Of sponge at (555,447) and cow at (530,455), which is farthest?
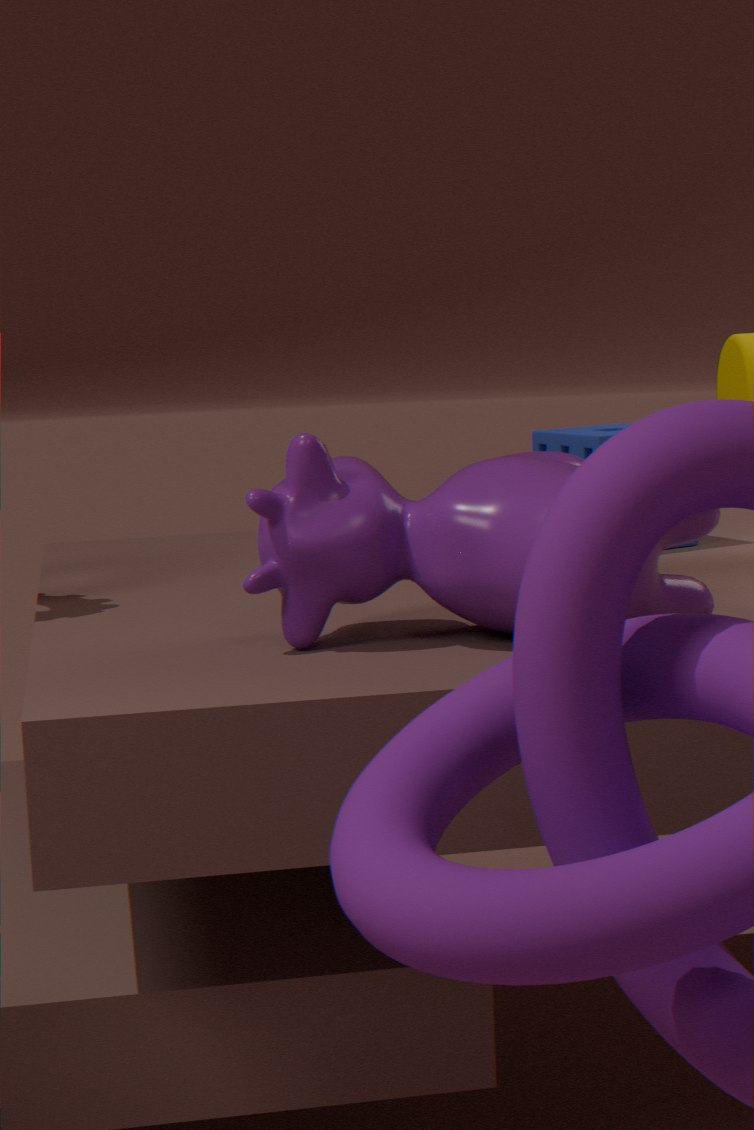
sponge at (555,447)
